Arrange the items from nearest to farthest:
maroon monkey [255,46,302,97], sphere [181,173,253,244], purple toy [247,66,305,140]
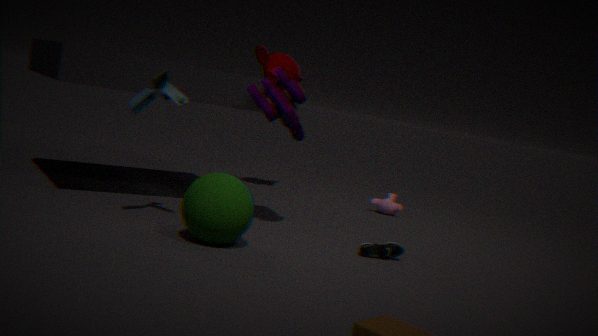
sphere [181,173,253,244]
purple toy [247,66,305,140]
maroon monkey [255,46,302,97]
